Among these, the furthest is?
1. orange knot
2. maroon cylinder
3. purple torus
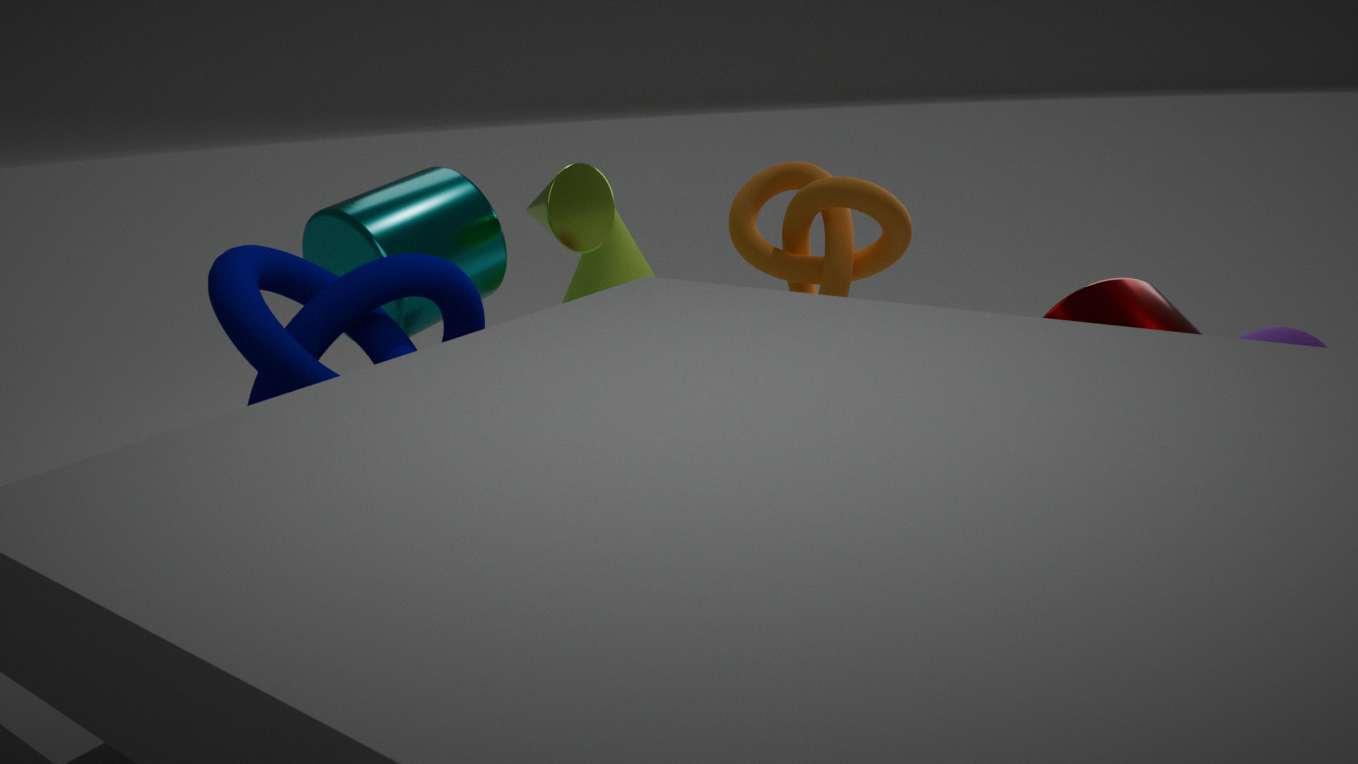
orange knot
